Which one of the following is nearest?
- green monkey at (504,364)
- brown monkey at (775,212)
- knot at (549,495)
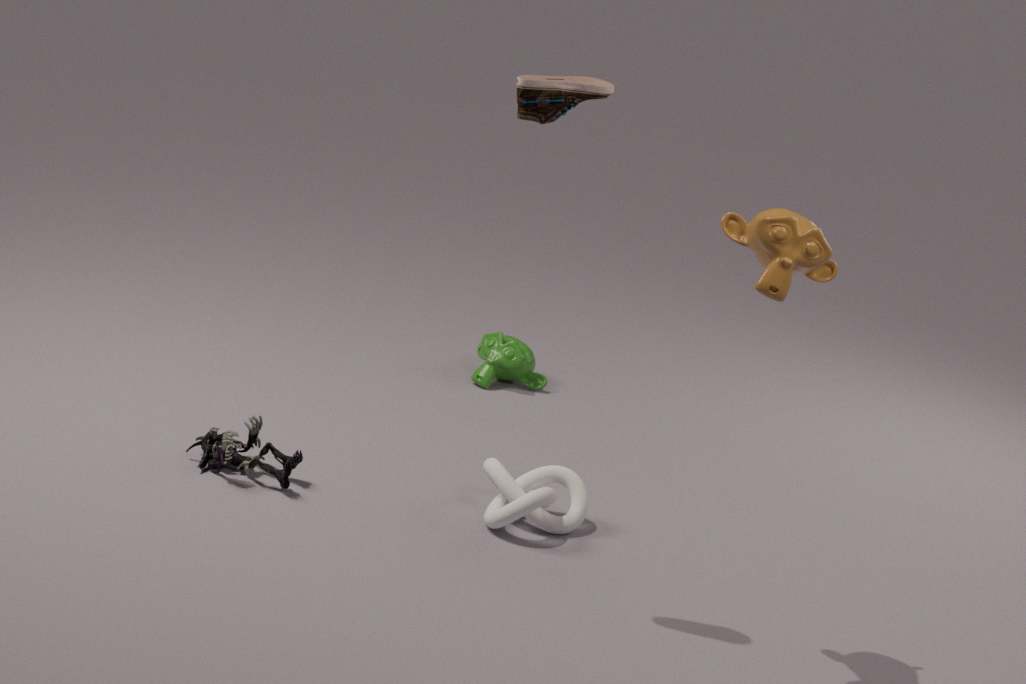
brown monkey at (775,212)
